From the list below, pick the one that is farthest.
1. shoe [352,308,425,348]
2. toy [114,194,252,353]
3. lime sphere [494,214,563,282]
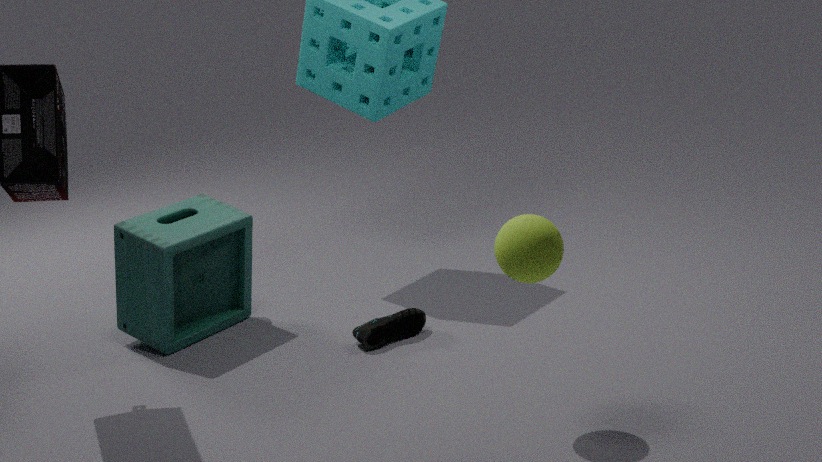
toy [114,194,252,353]
